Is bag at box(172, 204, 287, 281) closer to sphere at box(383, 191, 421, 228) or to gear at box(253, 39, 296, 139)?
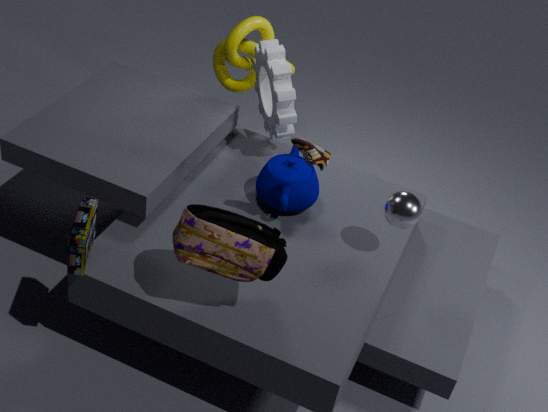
sphere at box(383, 191, 421, 228)
